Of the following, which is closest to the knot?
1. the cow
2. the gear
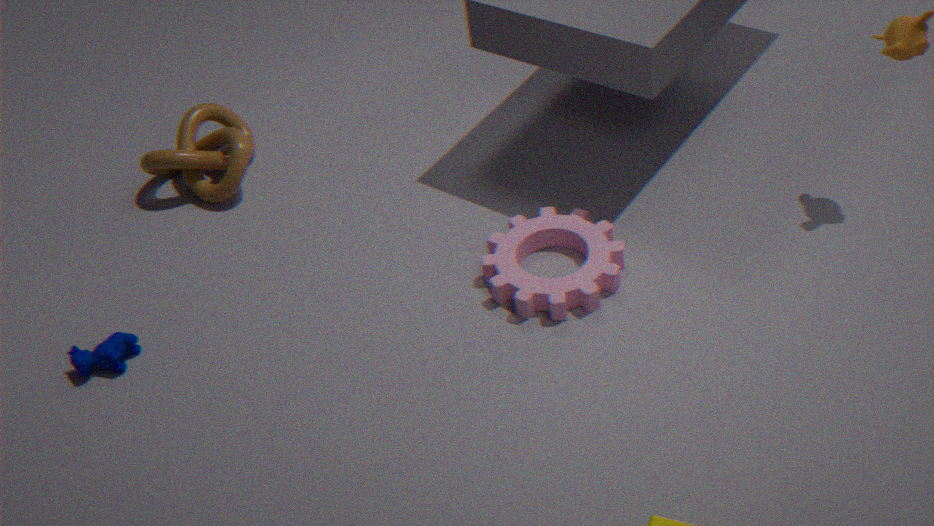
the cow
